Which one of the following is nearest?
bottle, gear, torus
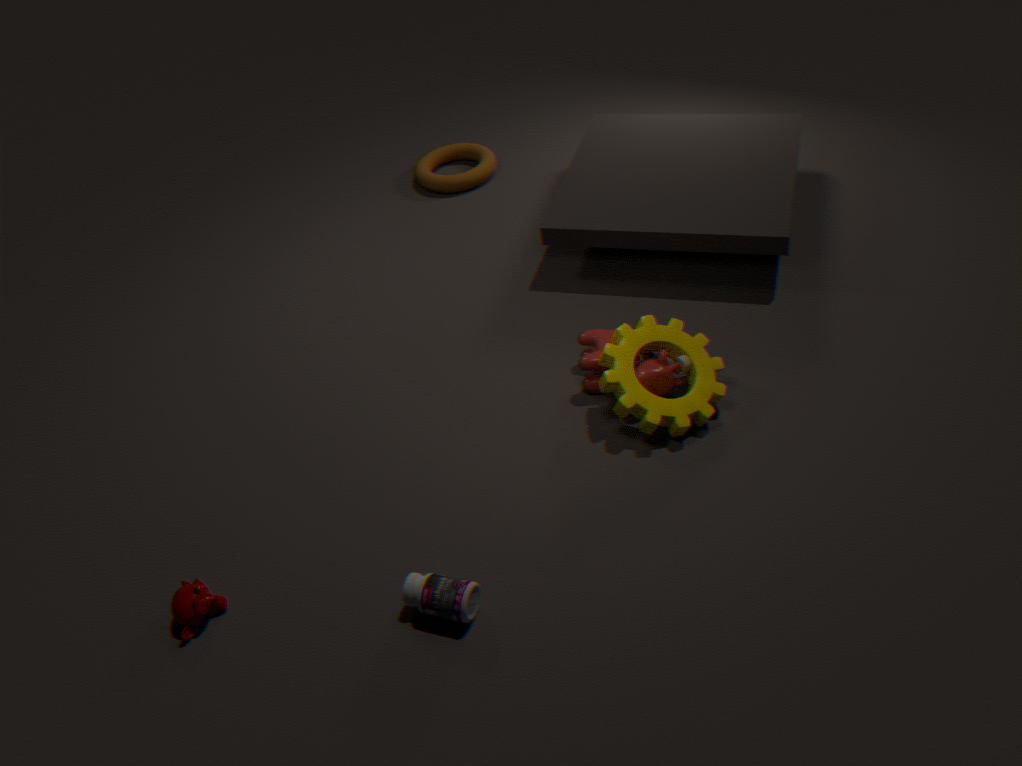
bottle
